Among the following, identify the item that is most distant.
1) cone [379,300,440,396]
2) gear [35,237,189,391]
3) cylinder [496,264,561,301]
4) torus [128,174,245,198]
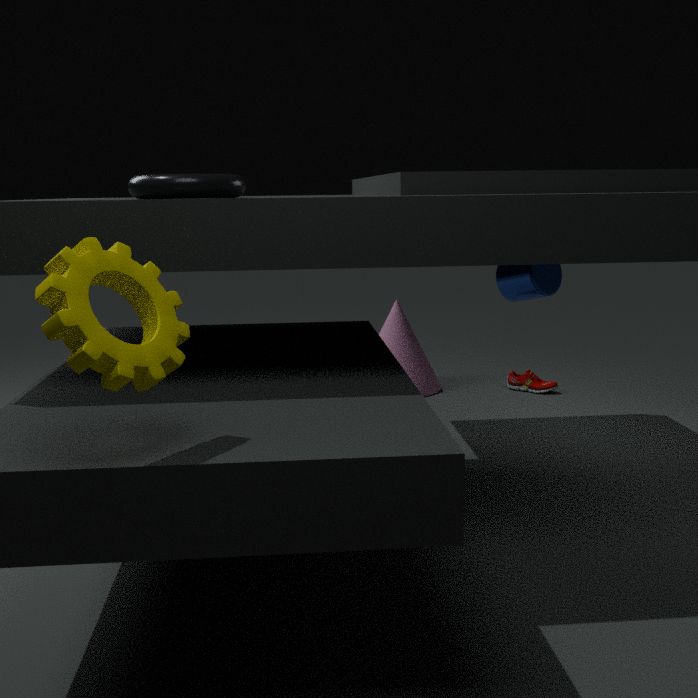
1. cone [379,300,440,396]
